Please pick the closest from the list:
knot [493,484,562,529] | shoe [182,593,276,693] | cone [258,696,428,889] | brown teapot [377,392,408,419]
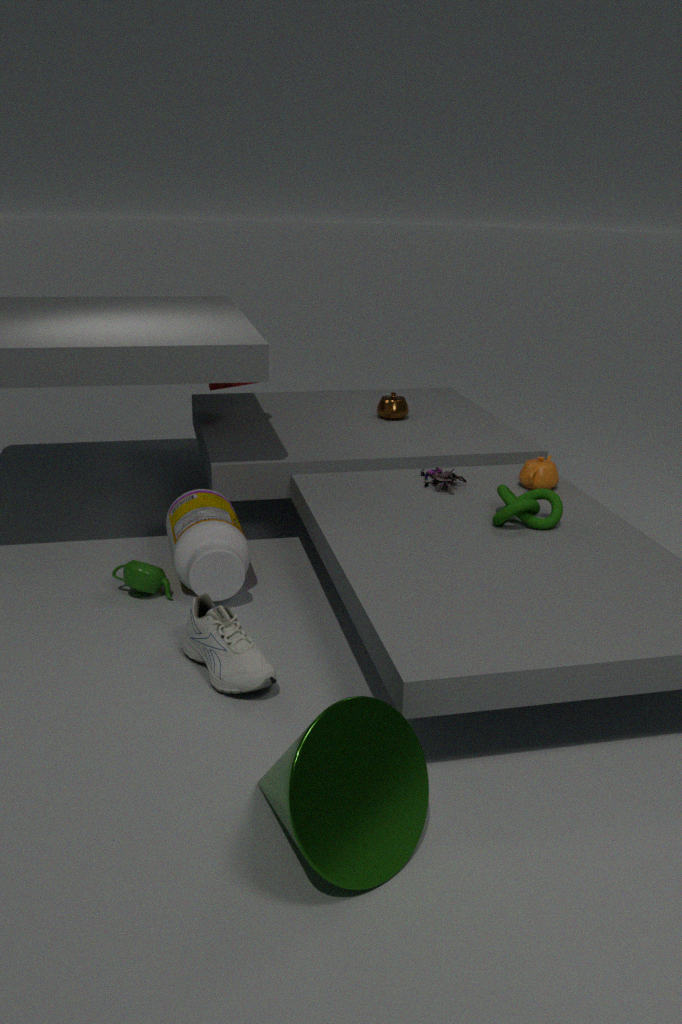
cone [258,696,428,889]
